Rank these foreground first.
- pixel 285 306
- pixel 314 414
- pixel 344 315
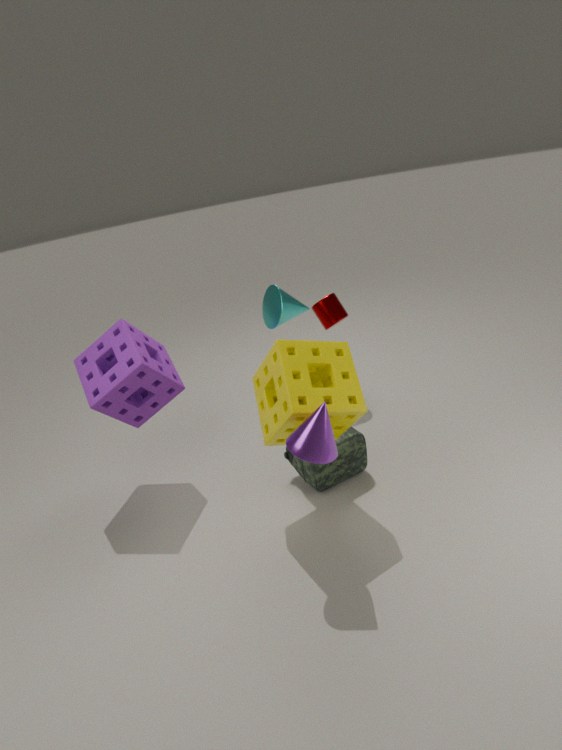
pixel 314 414
pixel 285 306
pixel 344 315
